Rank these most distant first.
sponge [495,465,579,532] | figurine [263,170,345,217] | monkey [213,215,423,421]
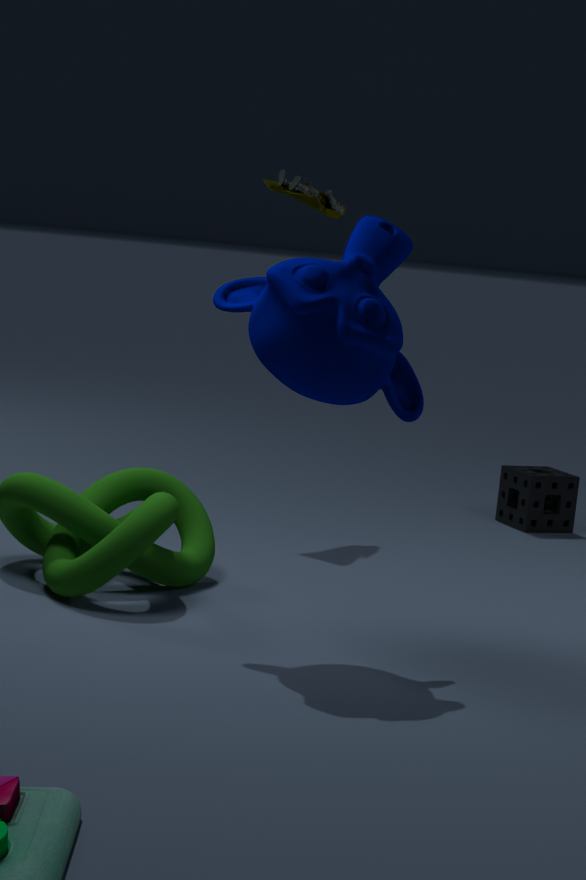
sponge [495,465,579,532] → figurine [263,170,345,217] → monkey [213,215,423,421]
